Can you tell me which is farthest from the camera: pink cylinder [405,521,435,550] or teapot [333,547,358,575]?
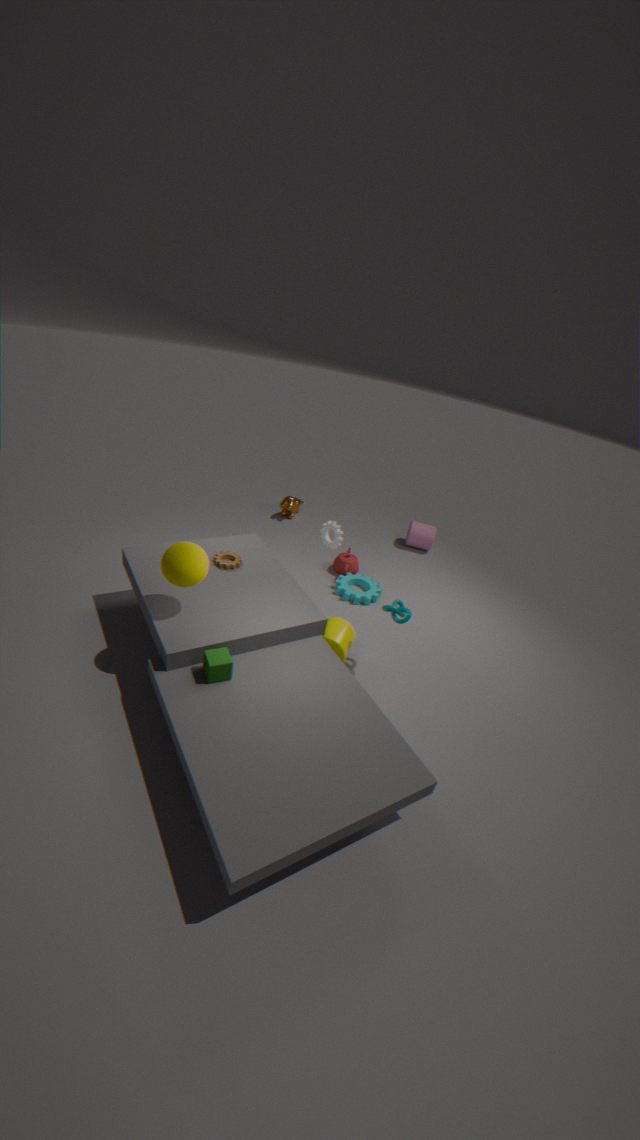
pink cylinder [405,521,435,550]
